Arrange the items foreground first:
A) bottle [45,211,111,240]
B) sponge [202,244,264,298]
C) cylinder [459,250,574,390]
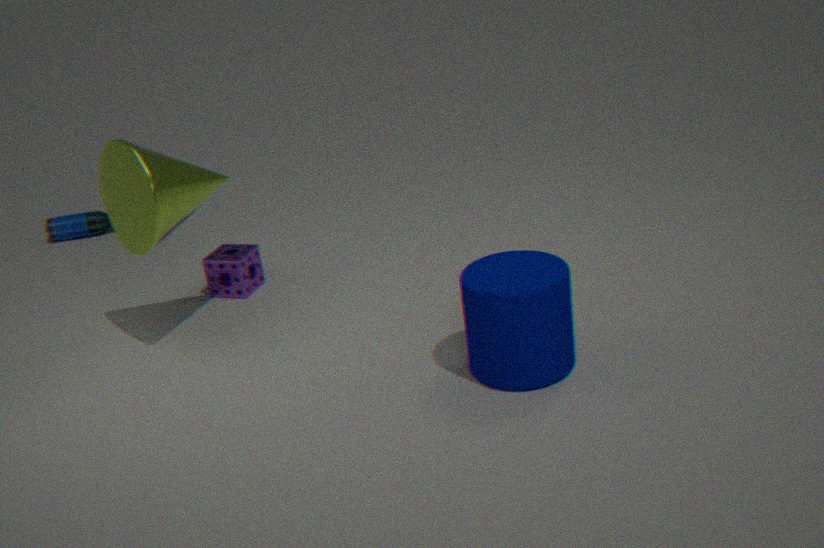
cylinder [459,250,574,390] → sponge [202,244,264,298] → bottle [45,211,111,240]
